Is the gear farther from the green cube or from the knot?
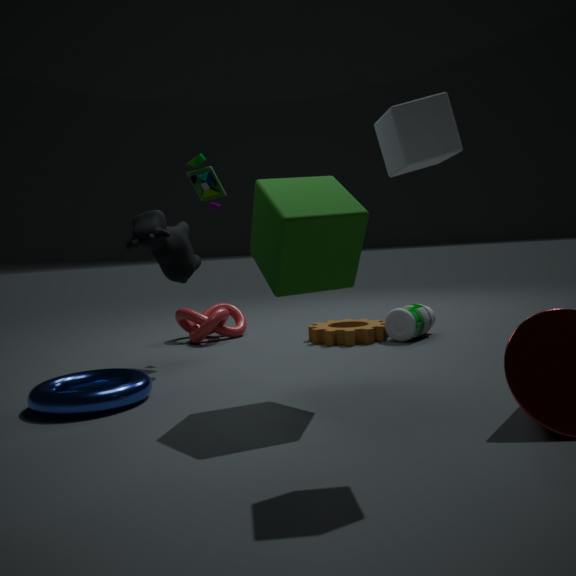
the green cube
